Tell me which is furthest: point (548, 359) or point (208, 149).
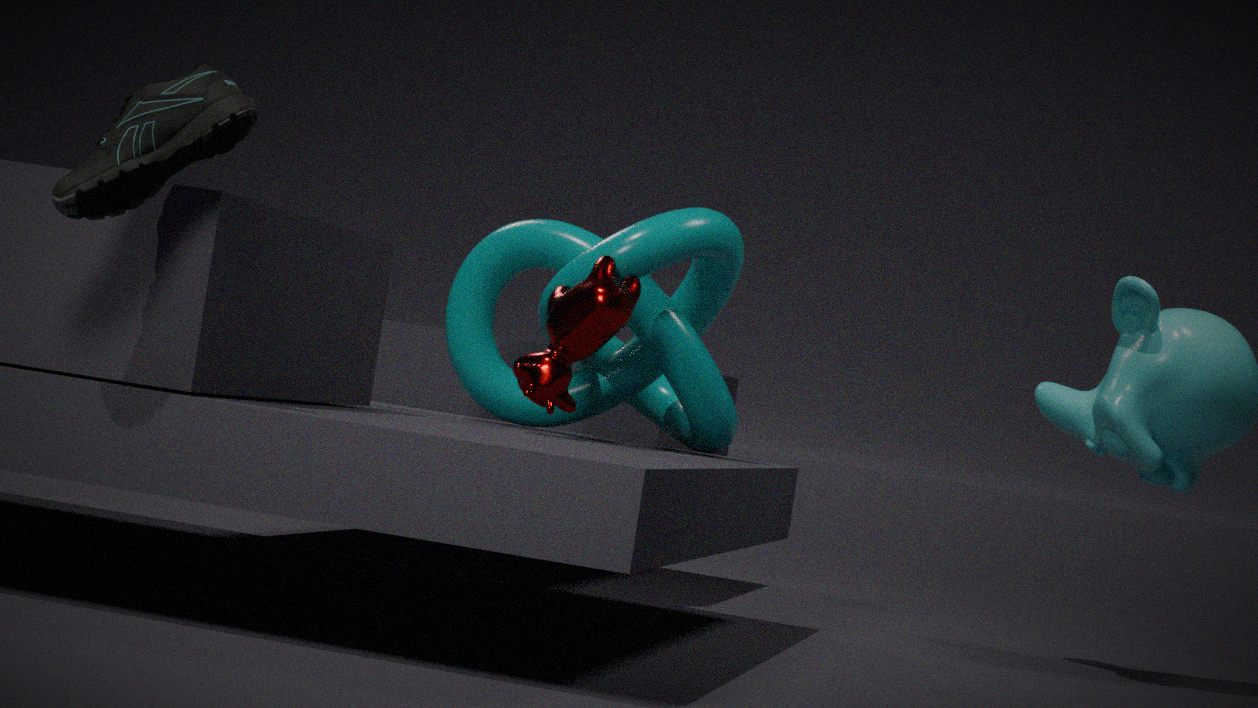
point (548, 359)
